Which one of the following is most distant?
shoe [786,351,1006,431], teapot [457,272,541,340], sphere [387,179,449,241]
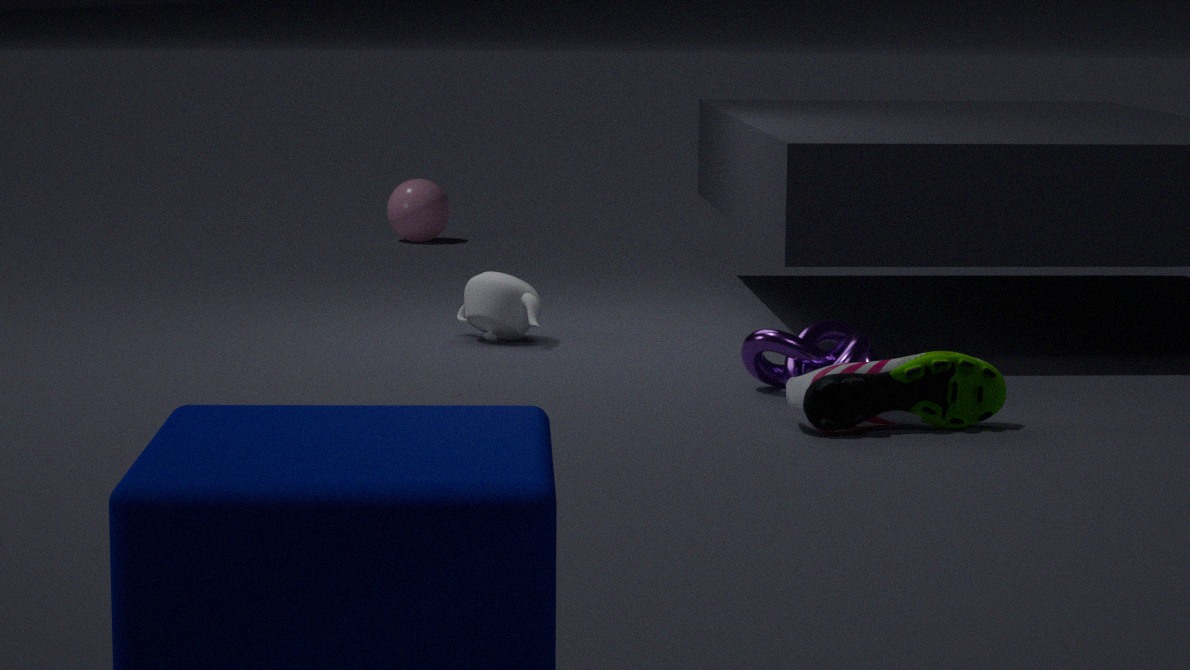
sphere [387,179,449,241]
